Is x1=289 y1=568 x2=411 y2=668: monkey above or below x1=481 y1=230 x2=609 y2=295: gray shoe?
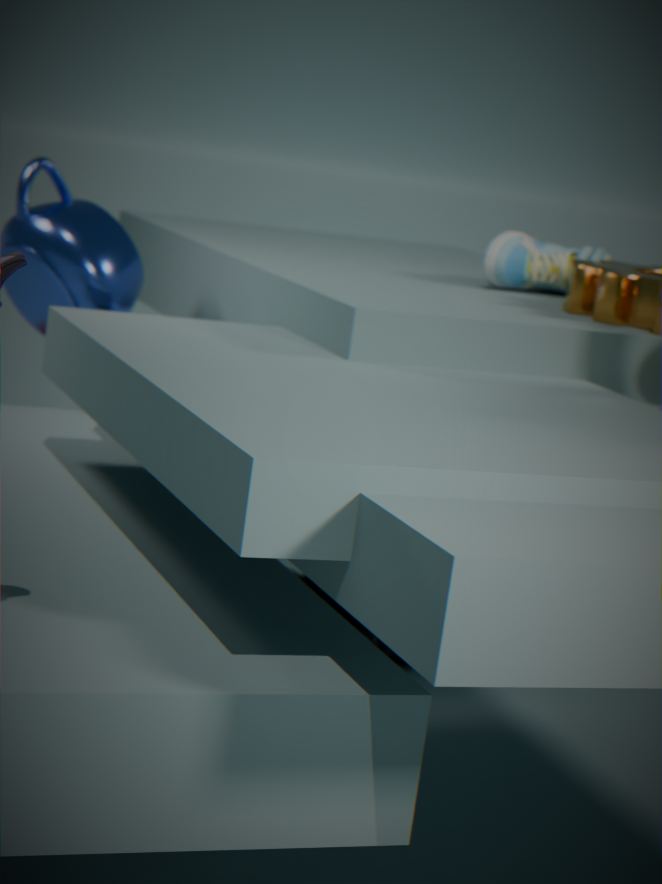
below
